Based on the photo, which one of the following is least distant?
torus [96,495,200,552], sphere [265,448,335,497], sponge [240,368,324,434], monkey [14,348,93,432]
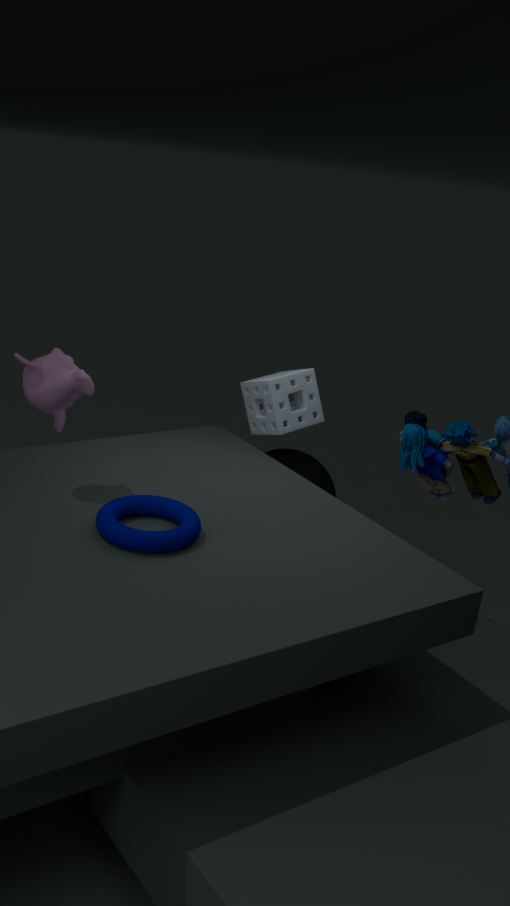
torus [96,495,200,552]
